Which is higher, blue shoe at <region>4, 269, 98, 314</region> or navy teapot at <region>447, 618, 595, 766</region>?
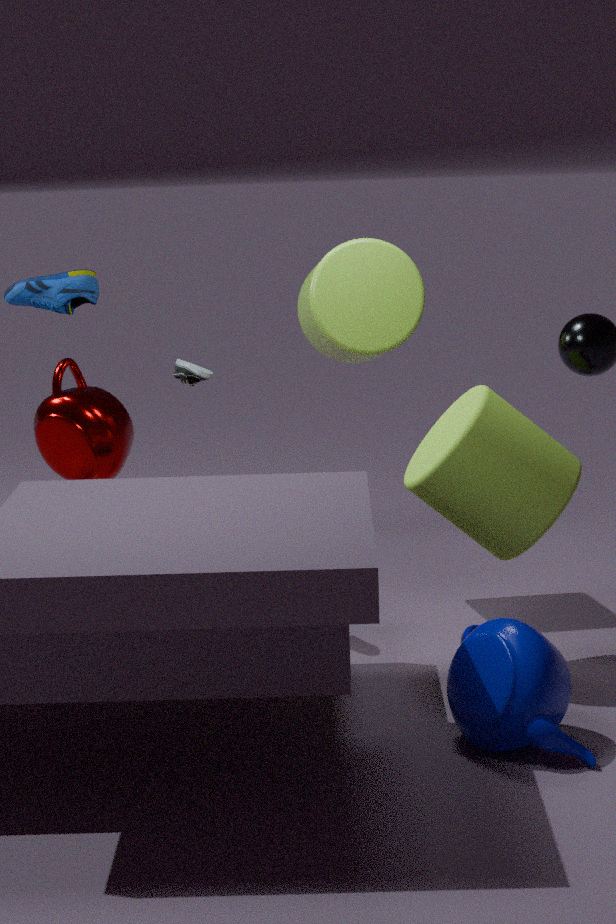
blue shoe at <region>4, 269, 98, 314</region>
